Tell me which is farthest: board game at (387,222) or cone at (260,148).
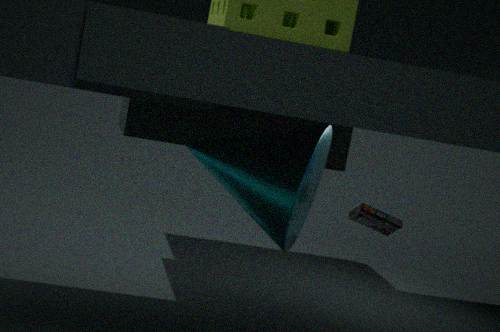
board game at (387,222)
